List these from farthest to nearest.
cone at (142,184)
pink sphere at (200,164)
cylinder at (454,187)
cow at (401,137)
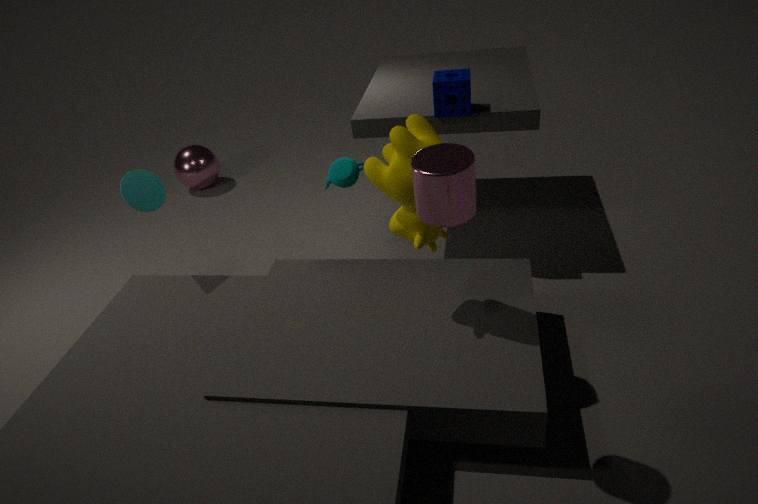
pink sphere at (200,164) < cone at (142,184) < cow at (401,137) < cylinder at (454,187)
